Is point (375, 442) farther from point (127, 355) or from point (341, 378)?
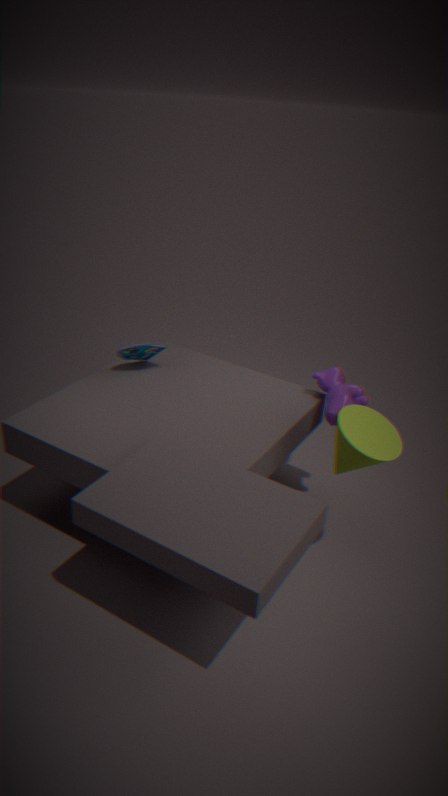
point (127, 355)
